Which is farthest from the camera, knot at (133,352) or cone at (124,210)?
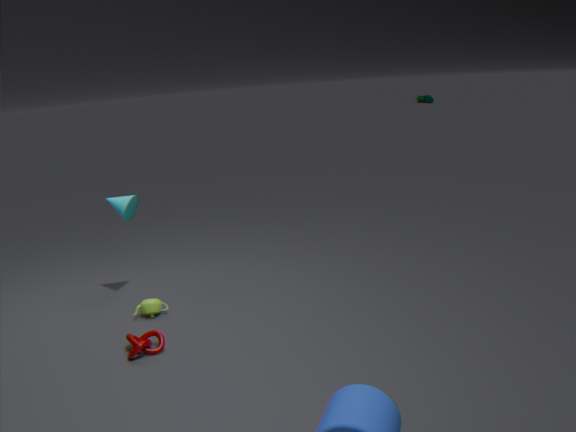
cone at (124,210)
